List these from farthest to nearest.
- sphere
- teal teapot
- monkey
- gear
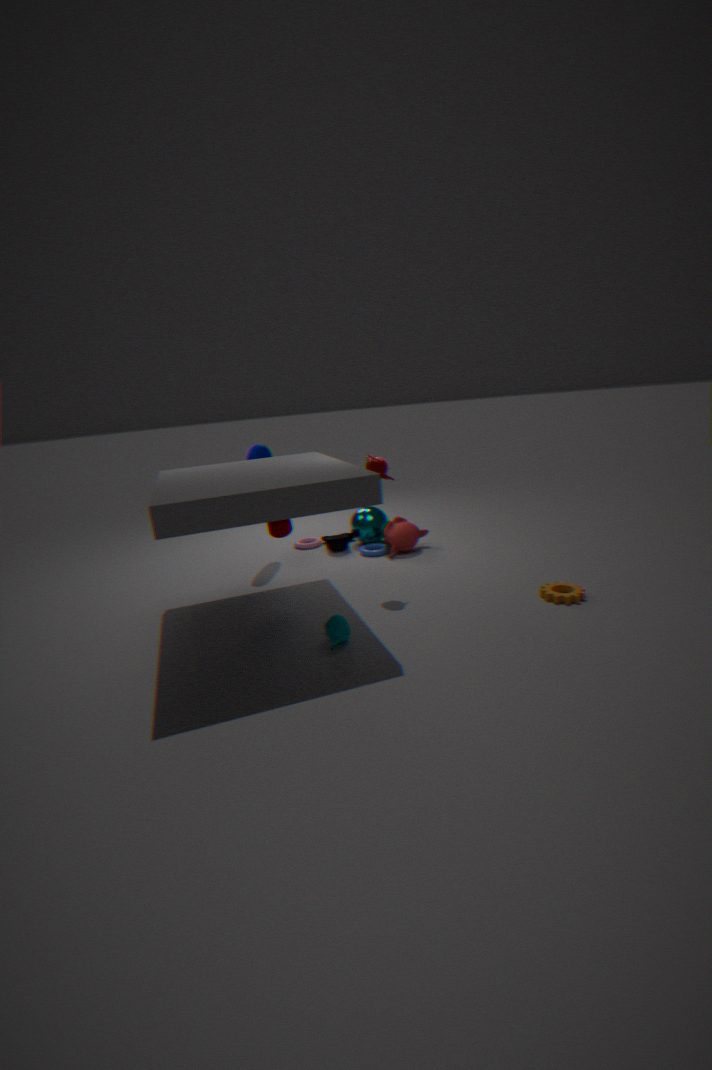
sphere
monkey
gear
teal teapot
